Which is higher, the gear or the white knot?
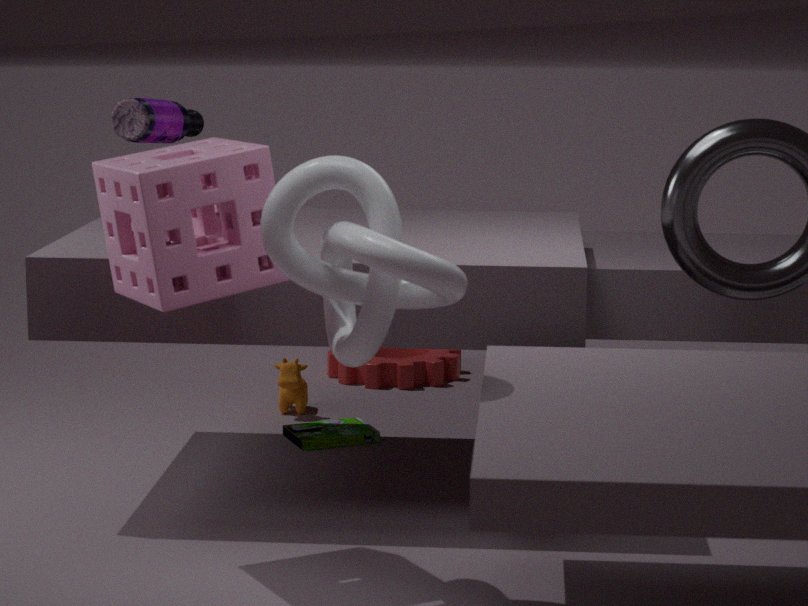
the white knot
